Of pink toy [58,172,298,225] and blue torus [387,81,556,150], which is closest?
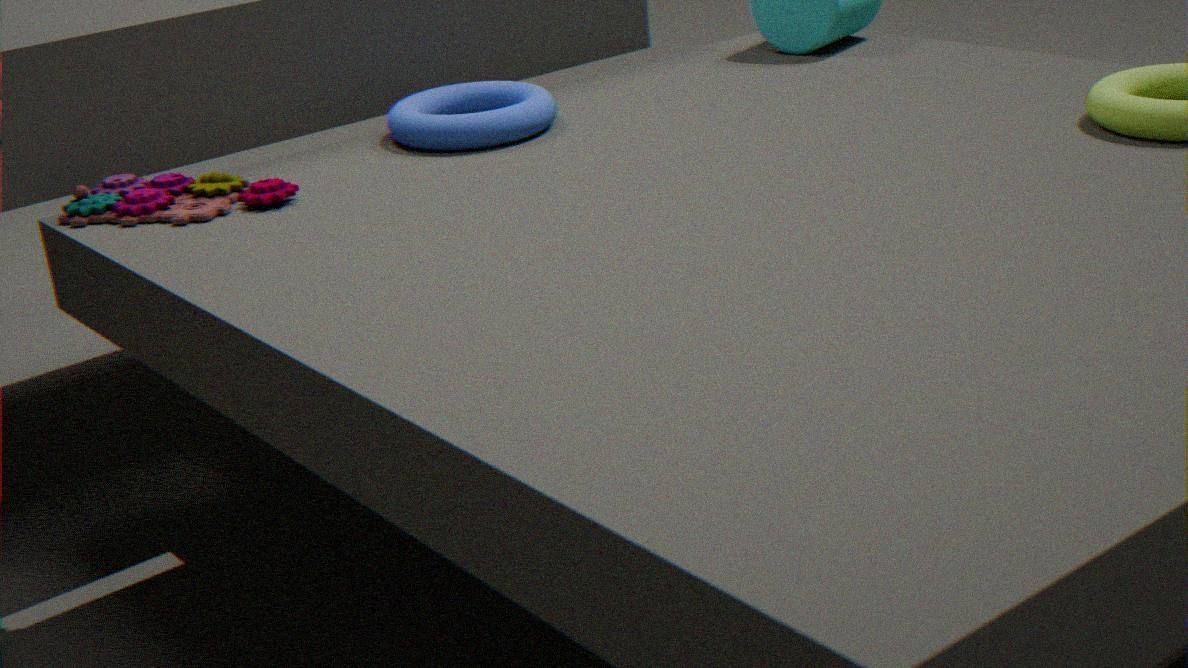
pink toy [58,172,298,225]
